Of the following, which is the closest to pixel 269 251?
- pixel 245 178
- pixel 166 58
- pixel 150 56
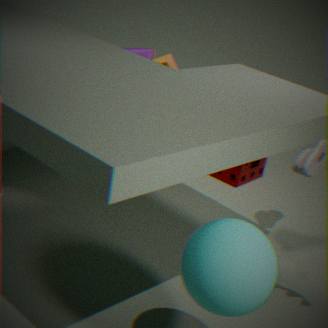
pixel 166 58
